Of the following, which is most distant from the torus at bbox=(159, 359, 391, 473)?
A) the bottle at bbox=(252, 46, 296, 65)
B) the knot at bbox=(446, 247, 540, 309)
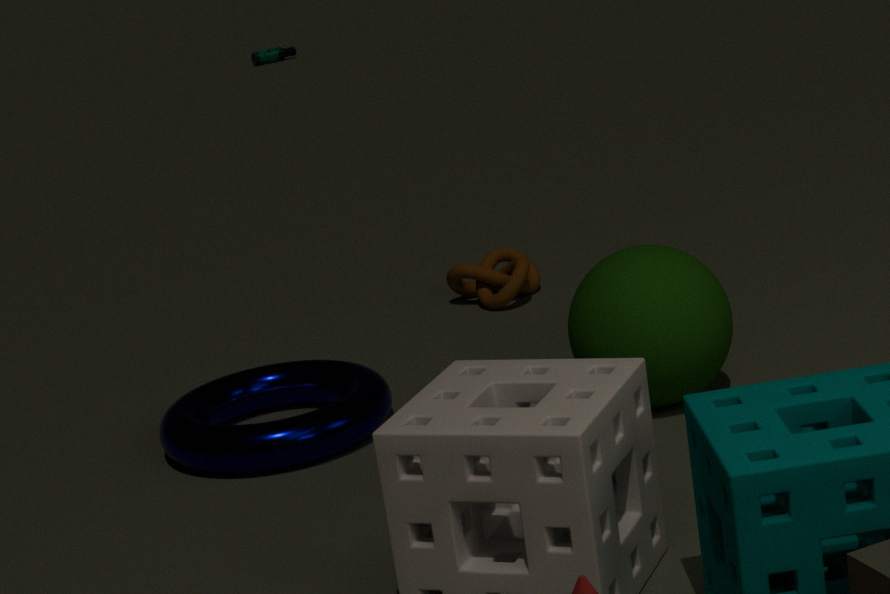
the bottle at bbox=(252, 46, 296, 65)
